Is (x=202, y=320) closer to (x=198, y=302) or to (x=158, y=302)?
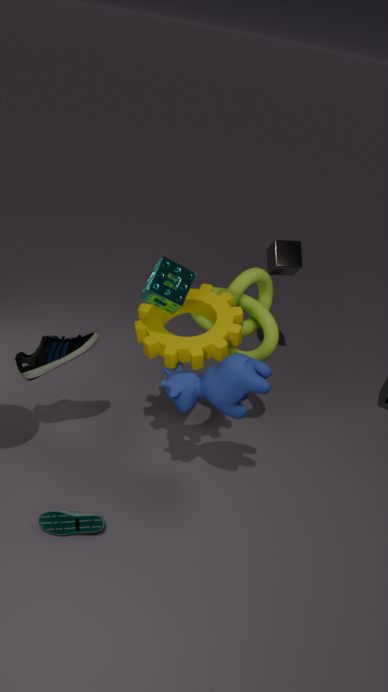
(x=198, y=302)
